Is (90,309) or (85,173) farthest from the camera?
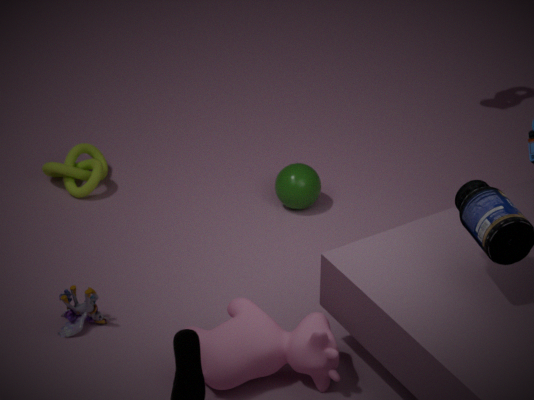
(85,173)
